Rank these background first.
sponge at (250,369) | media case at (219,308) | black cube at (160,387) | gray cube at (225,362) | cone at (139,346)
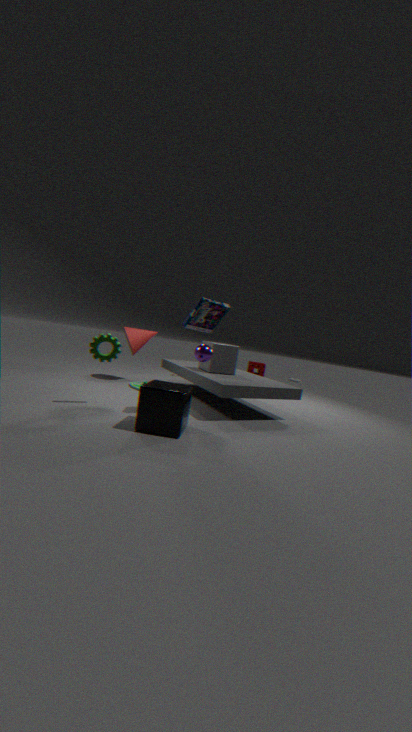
sponge at (250,369) < cone at (139,346) < gray cube at (225,362) < media case at (219,308) < black cube at (160,387)
